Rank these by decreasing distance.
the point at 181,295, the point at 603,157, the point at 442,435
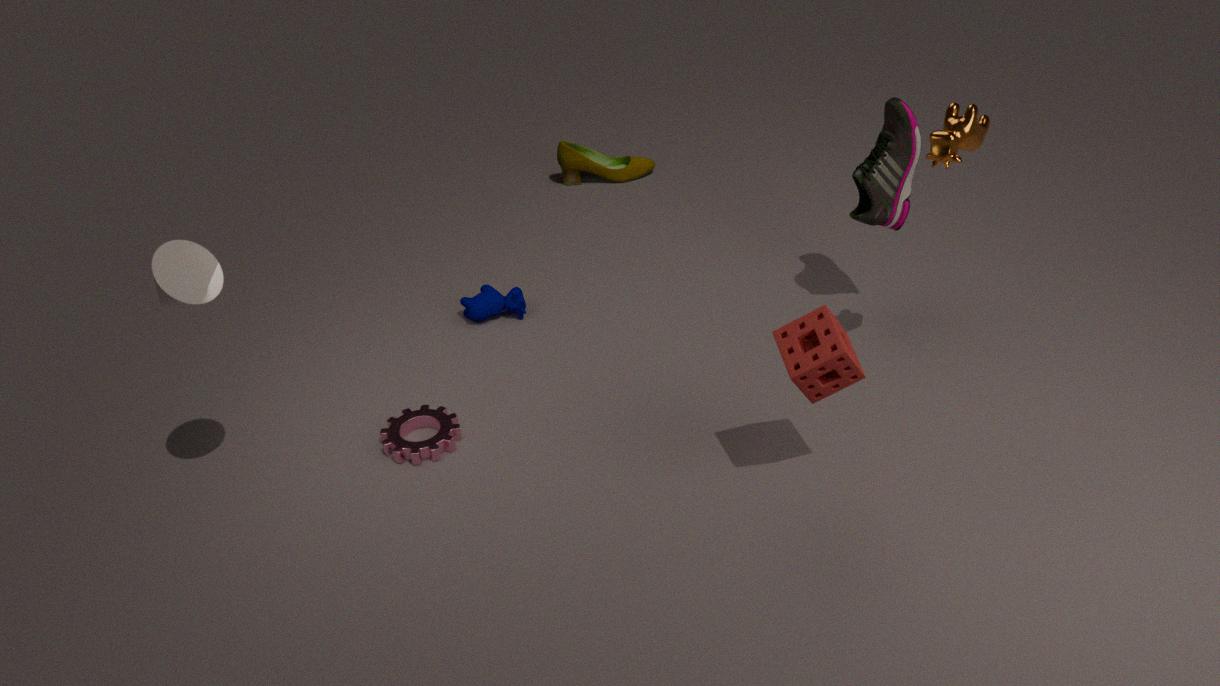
1. the point at 603,157
2. the point at 442,435
3. the point at 181,295
